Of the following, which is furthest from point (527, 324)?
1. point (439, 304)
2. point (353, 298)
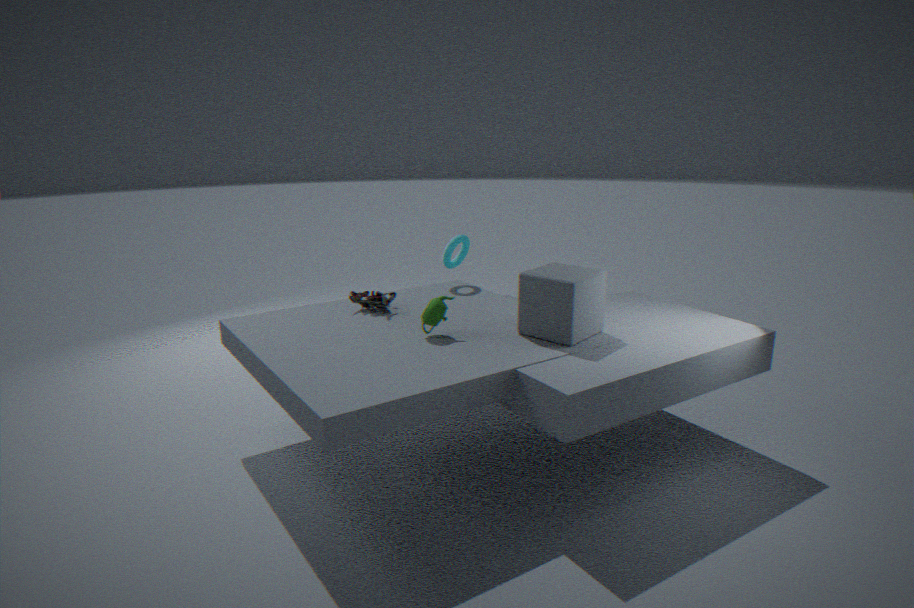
point (353, 298)
